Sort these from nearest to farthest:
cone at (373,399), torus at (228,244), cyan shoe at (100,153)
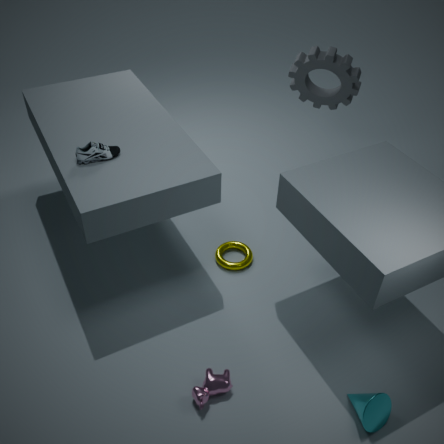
cone at (373,399)
cyan shoe at (100,153)
torus at (228,244)
